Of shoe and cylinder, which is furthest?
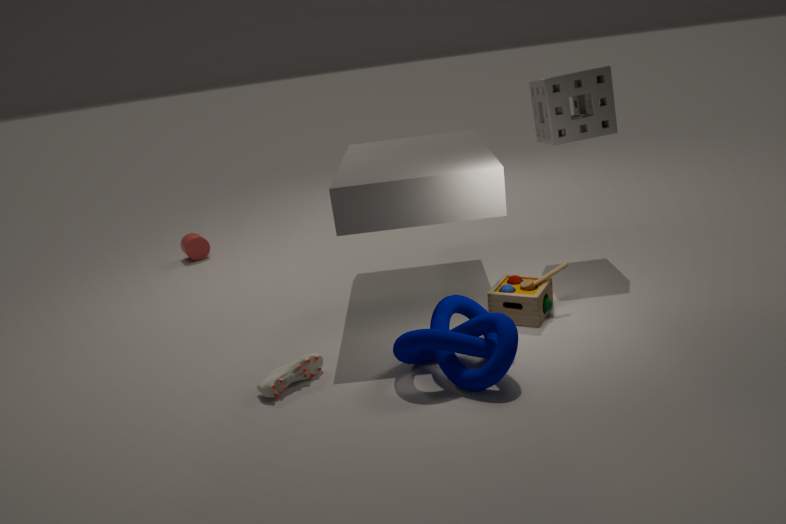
cylinder
